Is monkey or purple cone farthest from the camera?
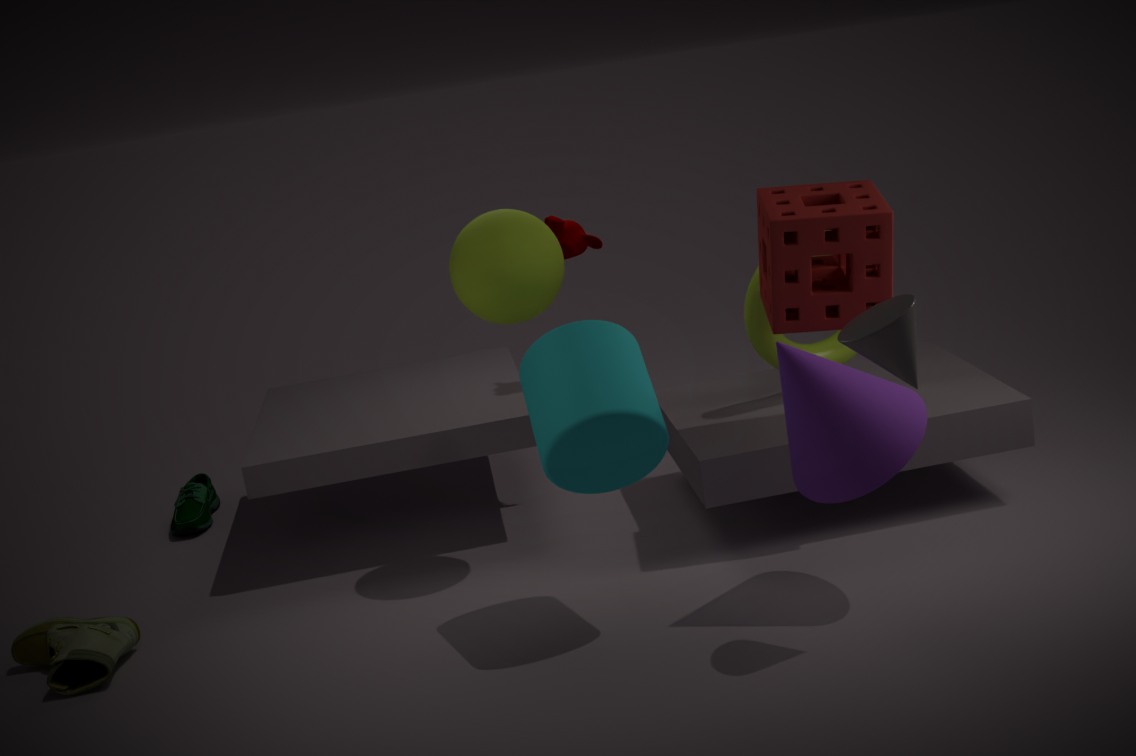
monkey
